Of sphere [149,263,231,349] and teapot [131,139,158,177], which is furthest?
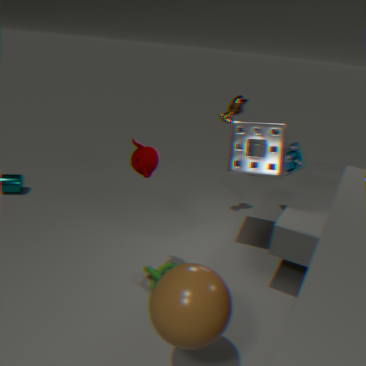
teapot [131,139,158,177]
